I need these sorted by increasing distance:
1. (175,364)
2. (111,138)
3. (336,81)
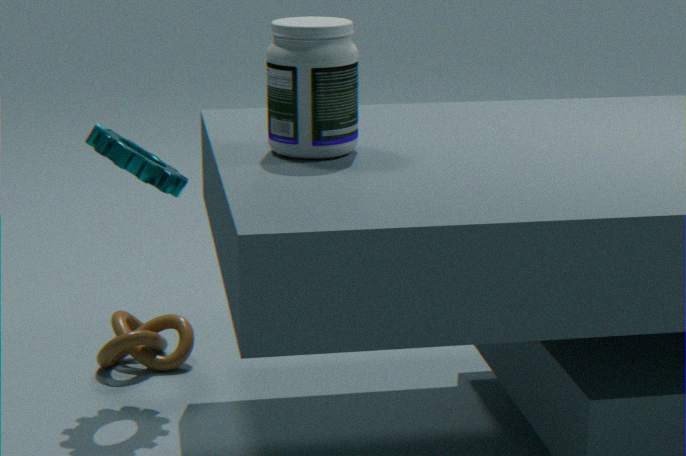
(336,81) → (111,138) → (175,364)
